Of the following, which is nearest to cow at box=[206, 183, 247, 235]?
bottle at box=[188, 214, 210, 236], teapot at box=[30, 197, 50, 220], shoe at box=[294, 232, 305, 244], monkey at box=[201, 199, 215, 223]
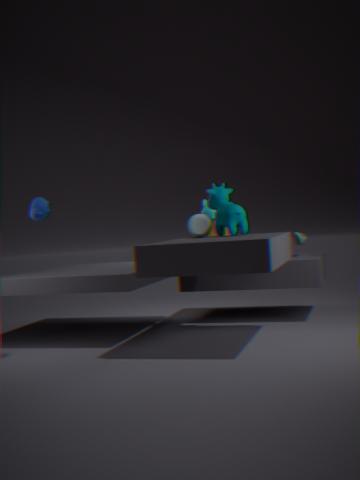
bottle at box=[188, 214, 210, 236]
